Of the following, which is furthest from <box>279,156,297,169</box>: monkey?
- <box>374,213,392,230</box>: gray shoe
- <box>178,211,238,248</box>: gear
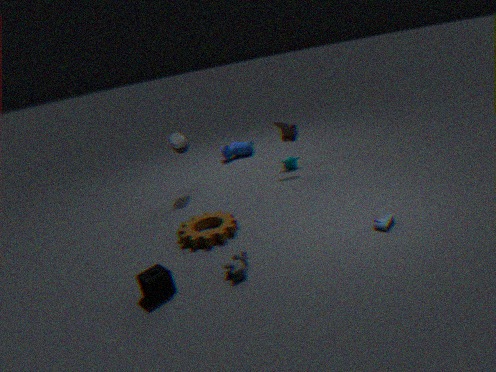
<box>374,213,392,230</box>: gray shoe
